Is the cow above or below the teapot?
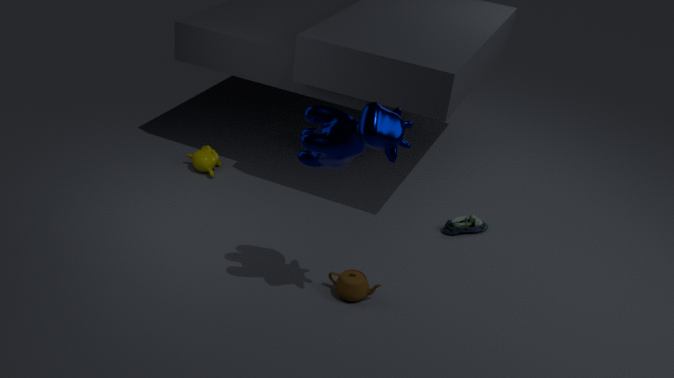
above
